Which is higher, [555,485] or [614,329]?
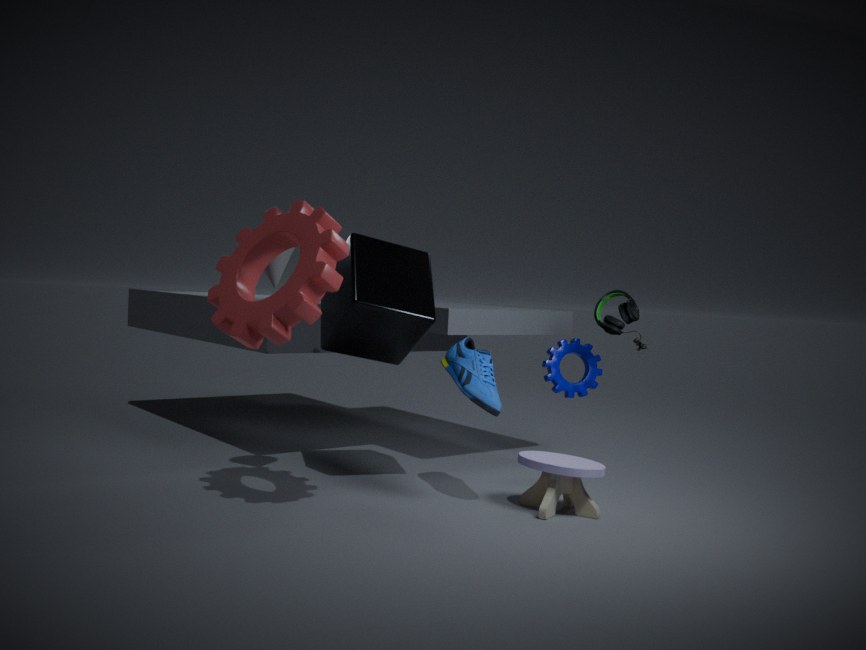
[614,329]
